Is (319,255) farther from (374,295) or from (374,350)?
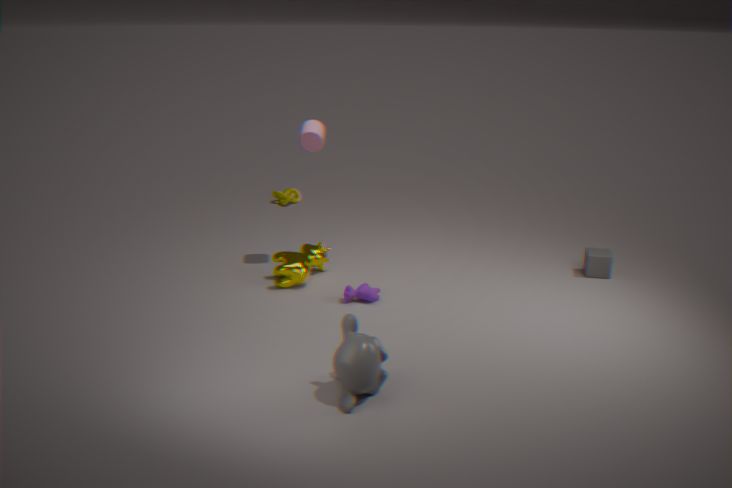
(374,350)
